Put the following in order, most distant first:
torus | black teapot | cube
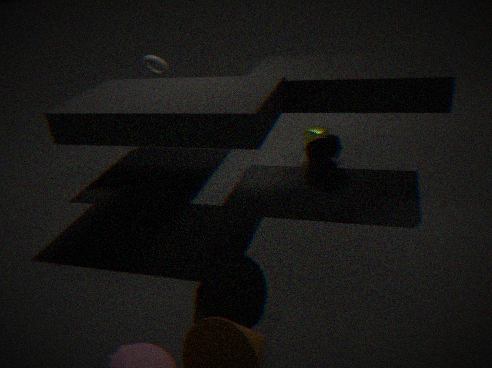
cube, torus, black teapot
